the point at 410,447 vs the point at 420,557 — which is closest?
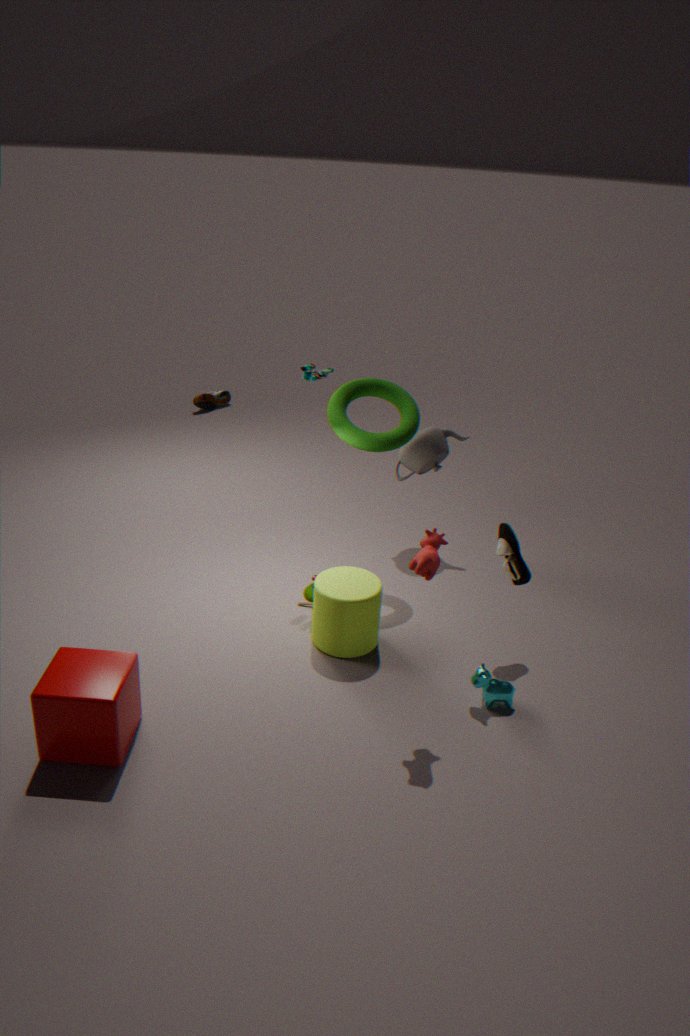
the point at 420,557
